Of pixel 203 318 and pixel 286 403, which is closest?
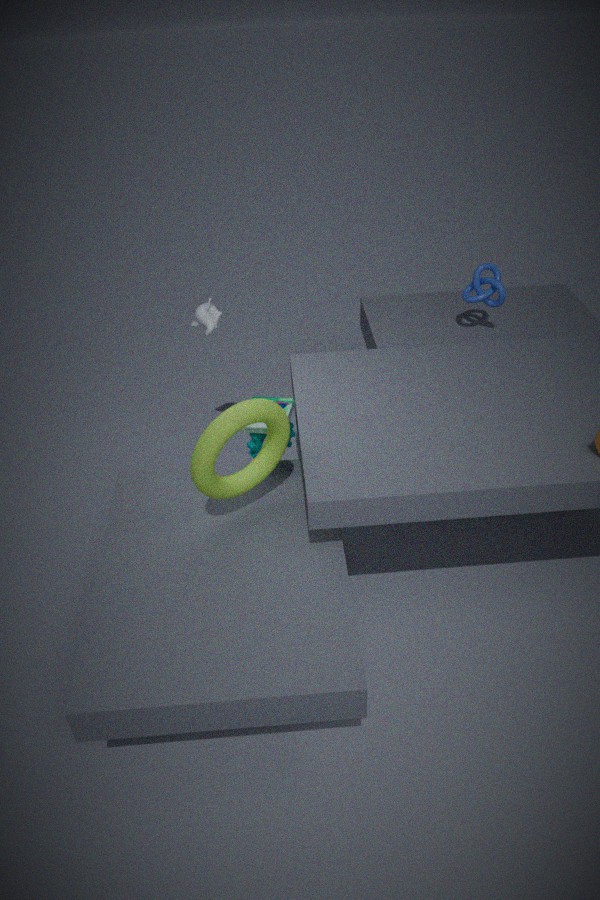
pixel 286 403
